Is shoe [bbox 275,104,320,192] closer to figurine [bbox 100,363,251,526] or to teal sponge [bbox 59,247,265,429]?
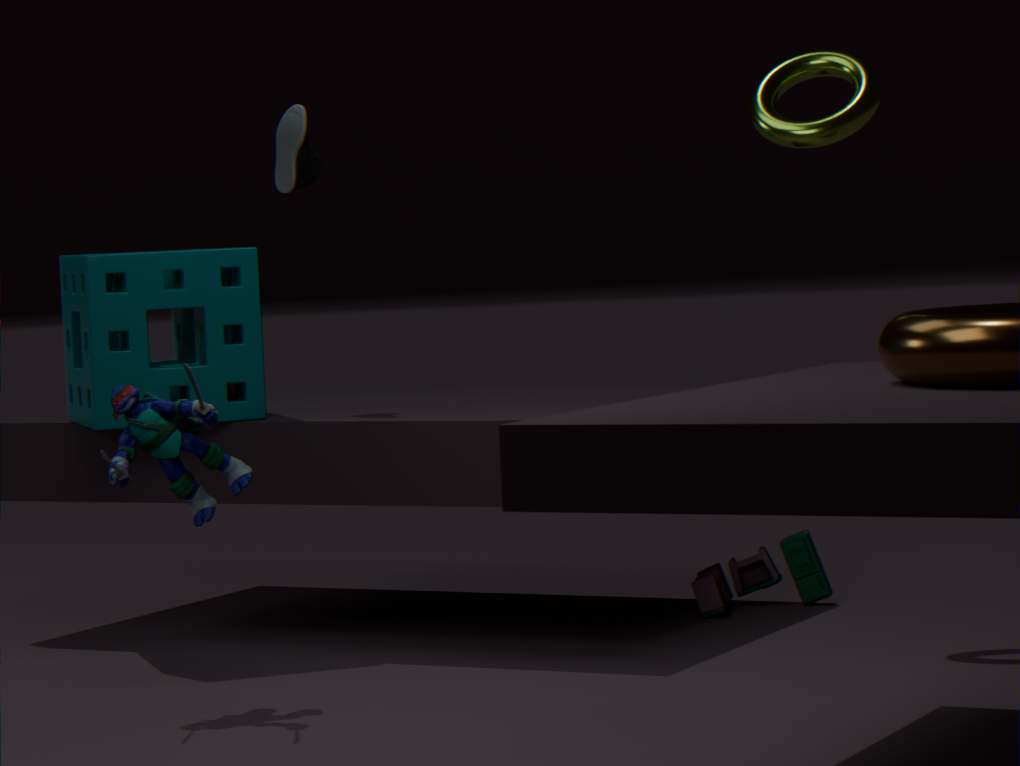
teal sponge [bbox 59,247,265,429]
